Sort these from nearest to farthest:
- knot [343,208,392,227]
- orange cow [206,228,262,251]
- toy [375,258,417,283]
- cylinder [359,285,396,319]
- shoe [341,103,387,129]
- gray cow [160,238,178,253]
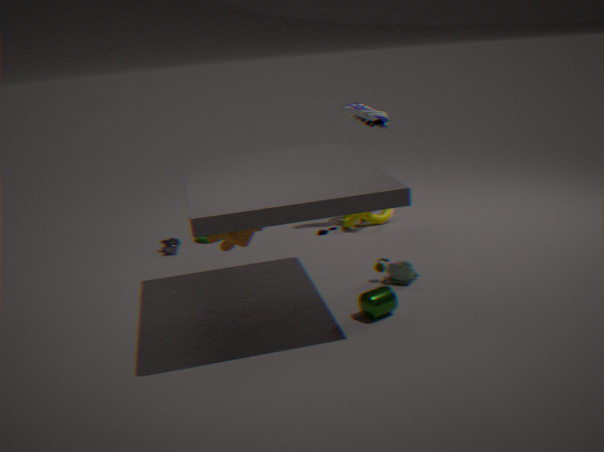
cylinder [359,285,396,319] → orange cow [206,228,262,251] → toy [375,258,417,283] → gray cow [160,238,178,253] → shoe [341,103,387,129] → knot [343,208,392,227]
